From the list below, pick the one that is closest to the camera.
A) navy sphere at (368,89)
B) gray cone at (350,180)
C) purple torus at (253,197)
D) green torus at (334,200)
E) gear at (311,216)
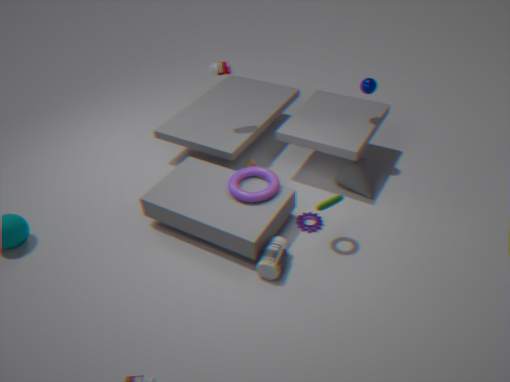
green torus at (334,200)
